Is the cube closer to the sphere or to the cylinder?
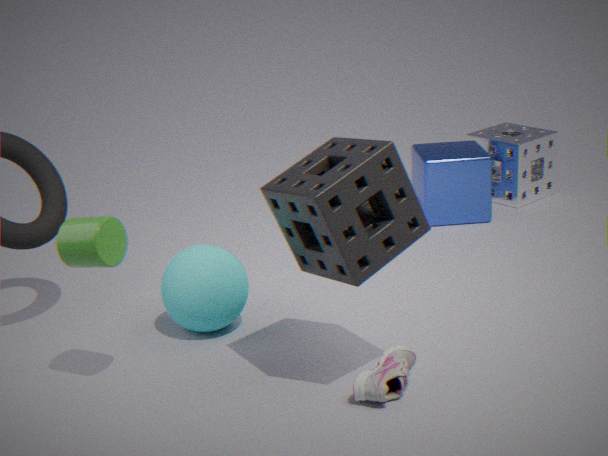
the sphere
